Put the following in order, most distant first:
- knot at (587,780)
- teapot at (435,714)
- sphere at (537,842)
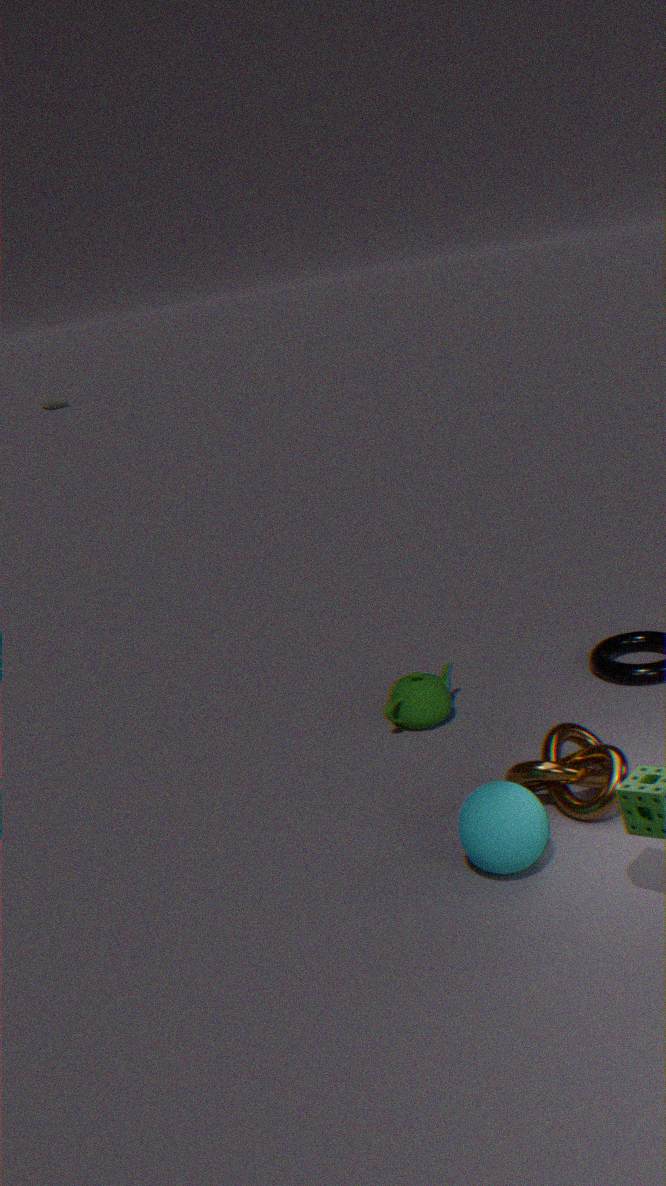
teapot at (435,714) → knot at (587,780) → sphere at (537,842)
